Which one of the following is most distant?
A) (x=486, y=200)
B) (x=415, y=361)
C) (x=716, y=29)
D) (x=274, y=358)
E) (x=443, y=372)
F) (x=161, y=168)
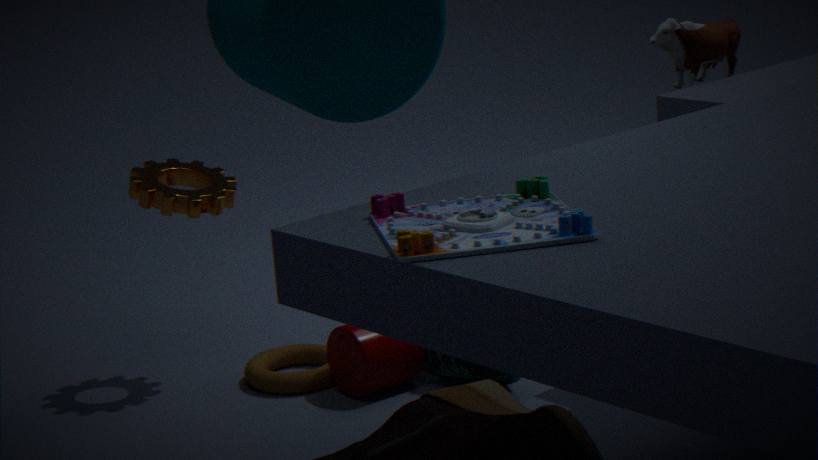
(x=274, y=358)
